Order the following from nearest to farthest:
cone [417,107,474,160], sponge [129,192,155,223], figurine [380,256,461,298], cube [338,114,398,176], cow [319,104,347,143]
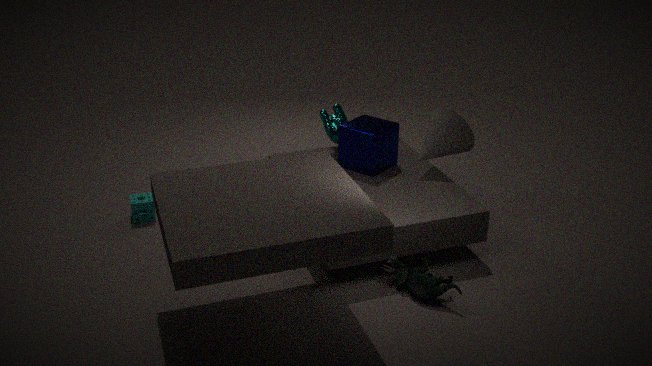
figurine [380,256,461,298] → cube [338,114,398,176] → cone [417,107,474,160] → sponge [129,192,155,223] → cow [319,104,347,143]
